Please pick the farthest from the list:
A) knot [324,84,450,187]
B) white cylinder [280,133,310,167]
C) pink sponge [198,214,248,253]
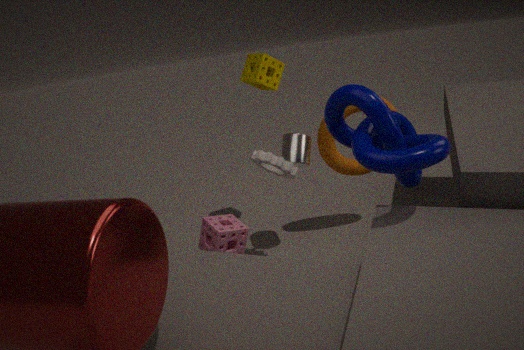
white cylinder [280,133,310,167]
